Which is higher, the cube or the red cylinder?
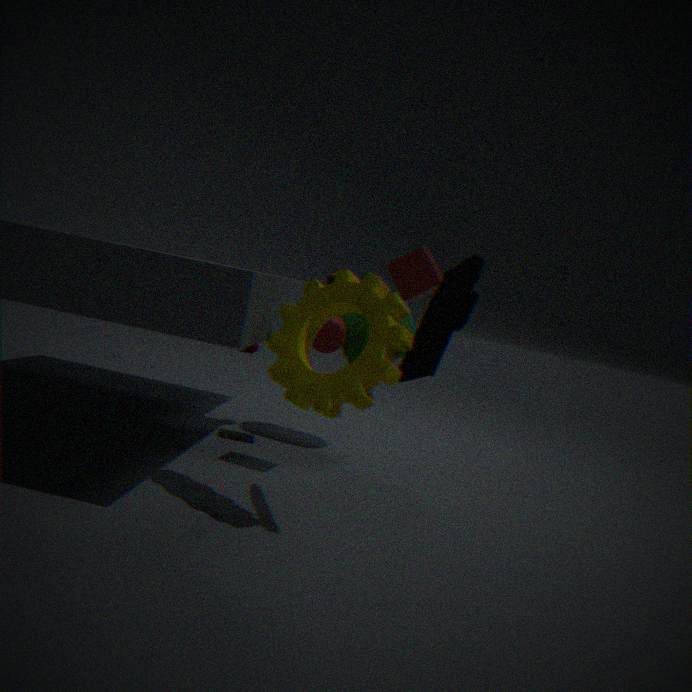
the cube
